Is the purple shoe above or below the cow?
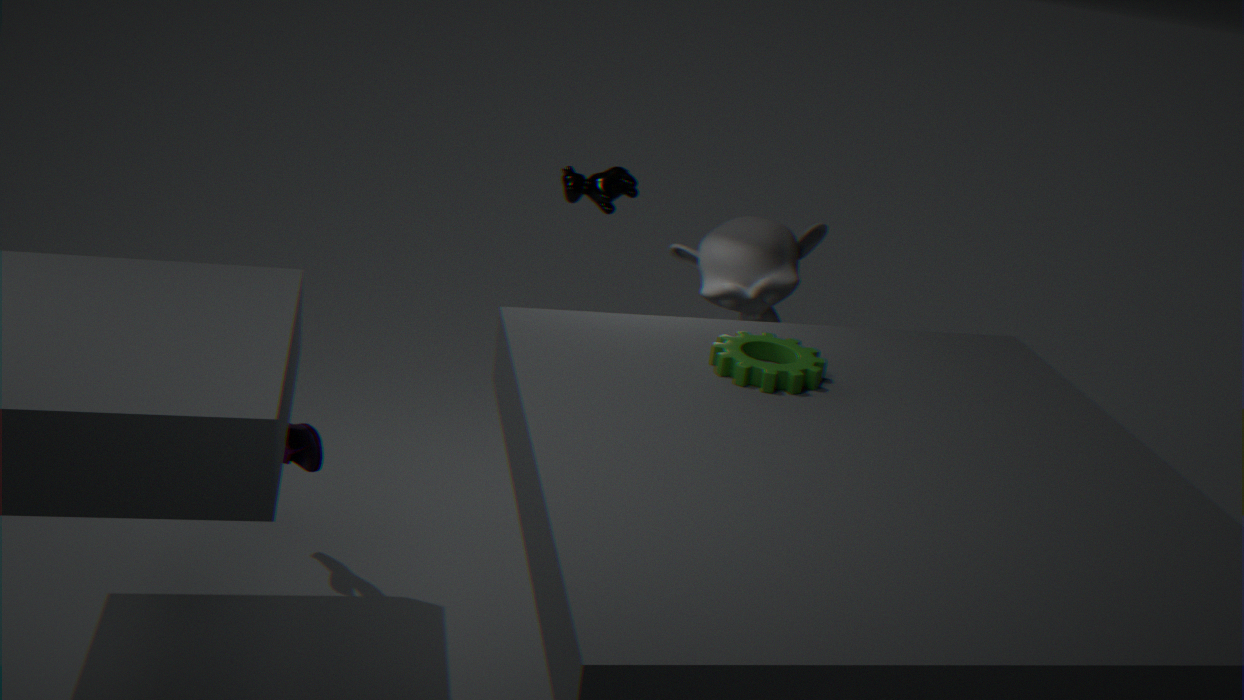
below
